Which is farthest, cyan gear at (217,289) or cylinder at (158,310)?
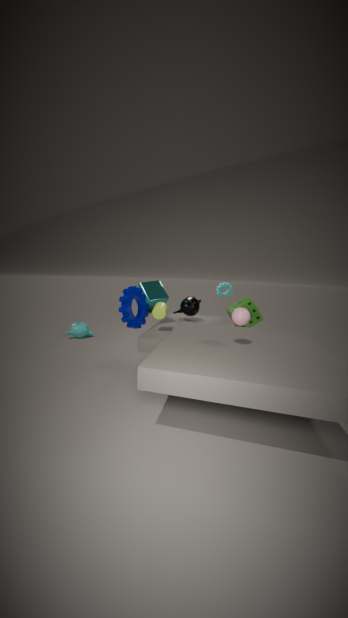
cyan gear at (217,289)
